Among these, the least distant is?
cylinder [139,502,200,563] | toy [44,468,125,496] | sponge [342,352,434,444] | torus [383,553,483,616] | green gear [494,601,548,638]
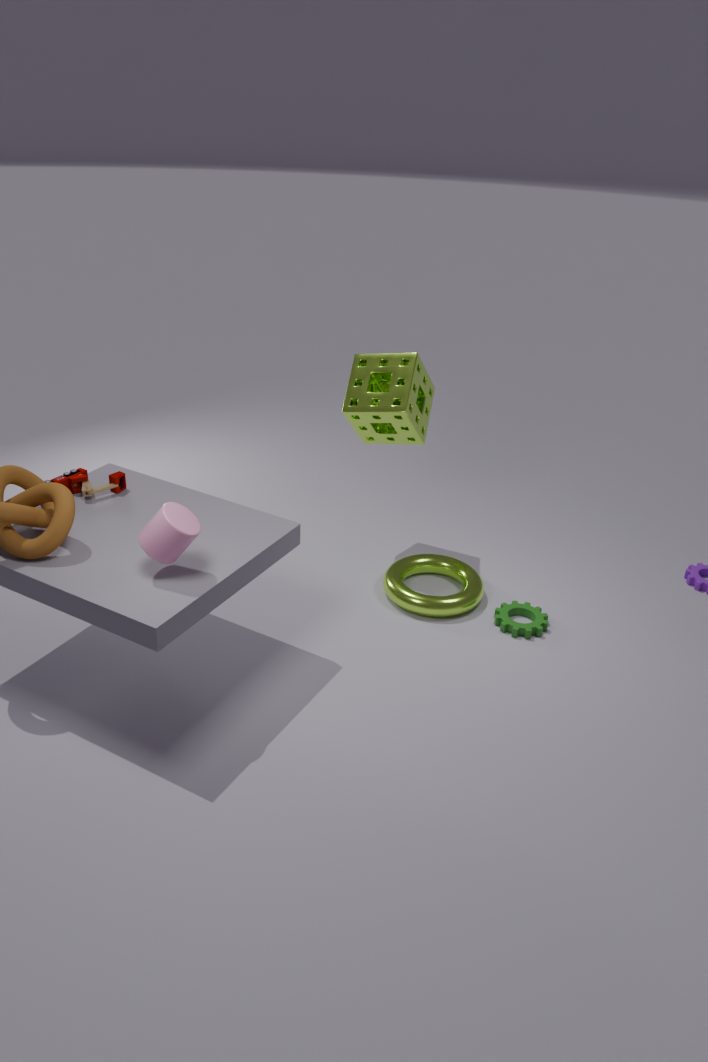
cylinder [139,502,200,563]
